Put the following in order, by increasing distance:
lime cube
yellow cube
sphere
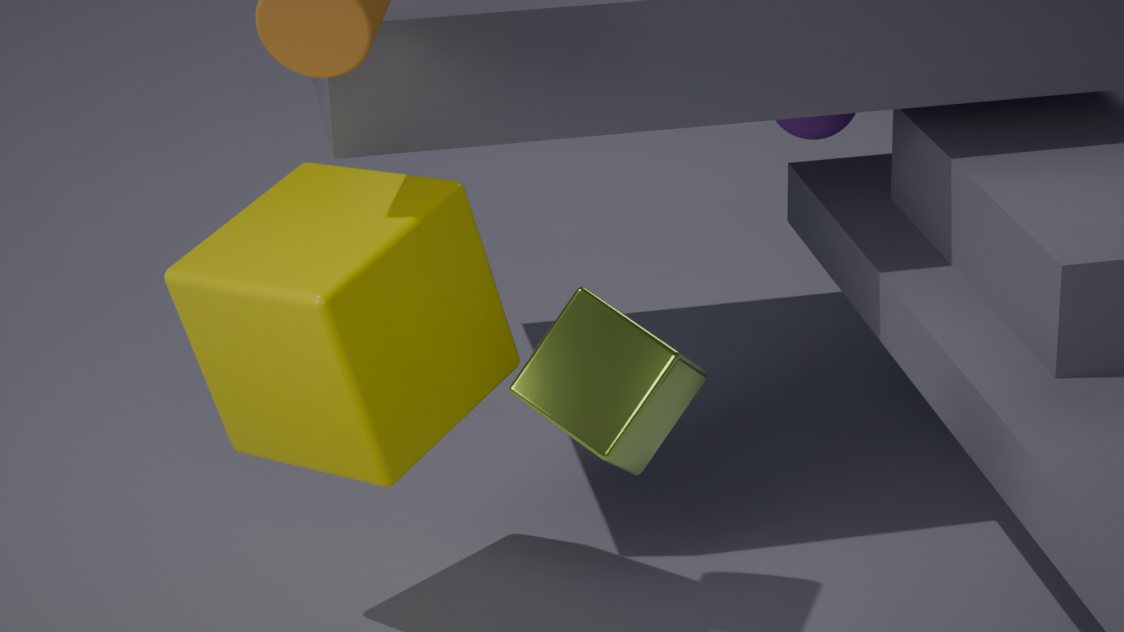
lime cube, yellow cube, sphere
